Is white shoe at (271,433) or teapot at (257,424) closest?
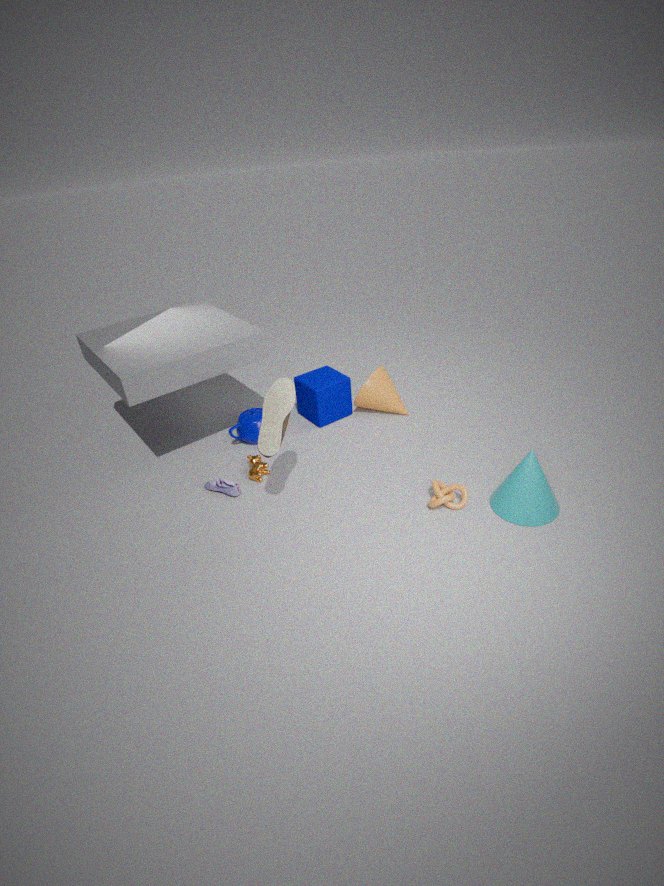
white shoe at (271,433)
